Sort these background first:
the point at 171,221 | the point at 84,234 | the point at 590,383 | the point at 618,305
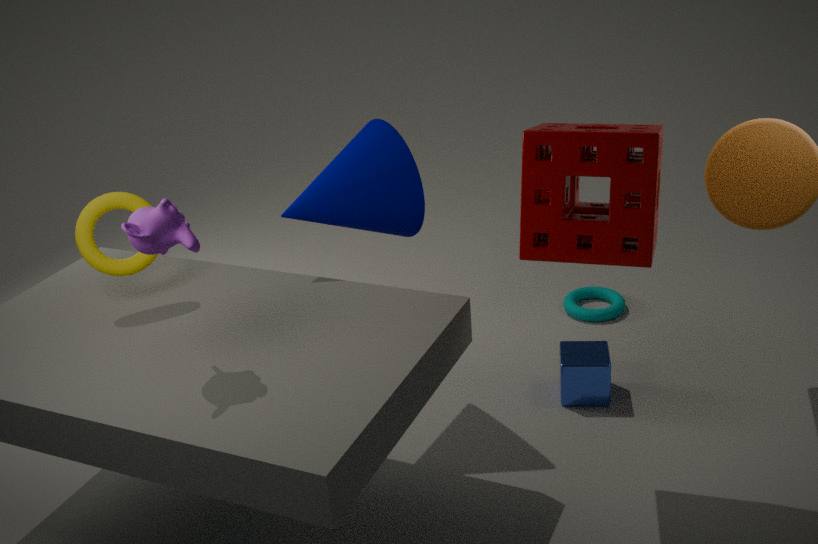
the point at 618,305, the point at 590,383, the point at 84,234, the point at 171,221
